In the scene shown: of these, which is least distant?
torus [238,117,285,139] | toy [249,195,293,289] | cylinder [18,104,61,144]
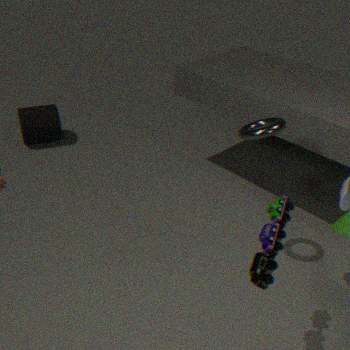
toy [249,195,293,289]
